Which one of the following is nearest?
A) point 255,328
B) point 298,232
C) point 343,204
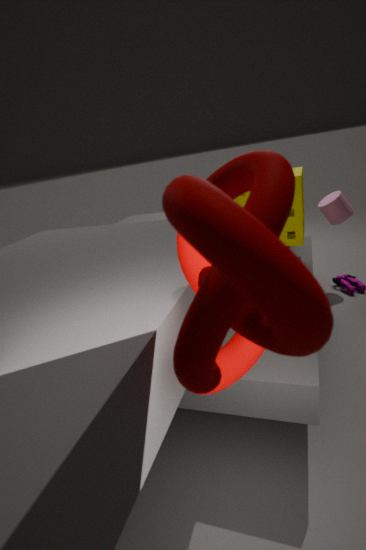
point 255,328
